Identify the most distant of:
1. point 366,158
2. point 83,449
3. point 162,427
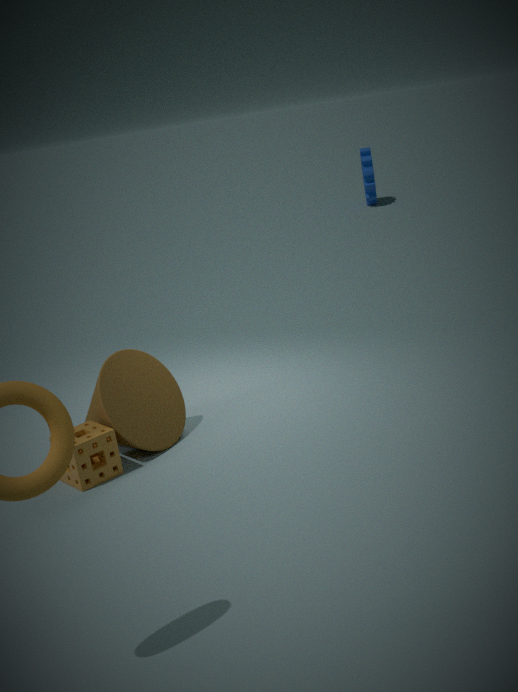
point 366,158
